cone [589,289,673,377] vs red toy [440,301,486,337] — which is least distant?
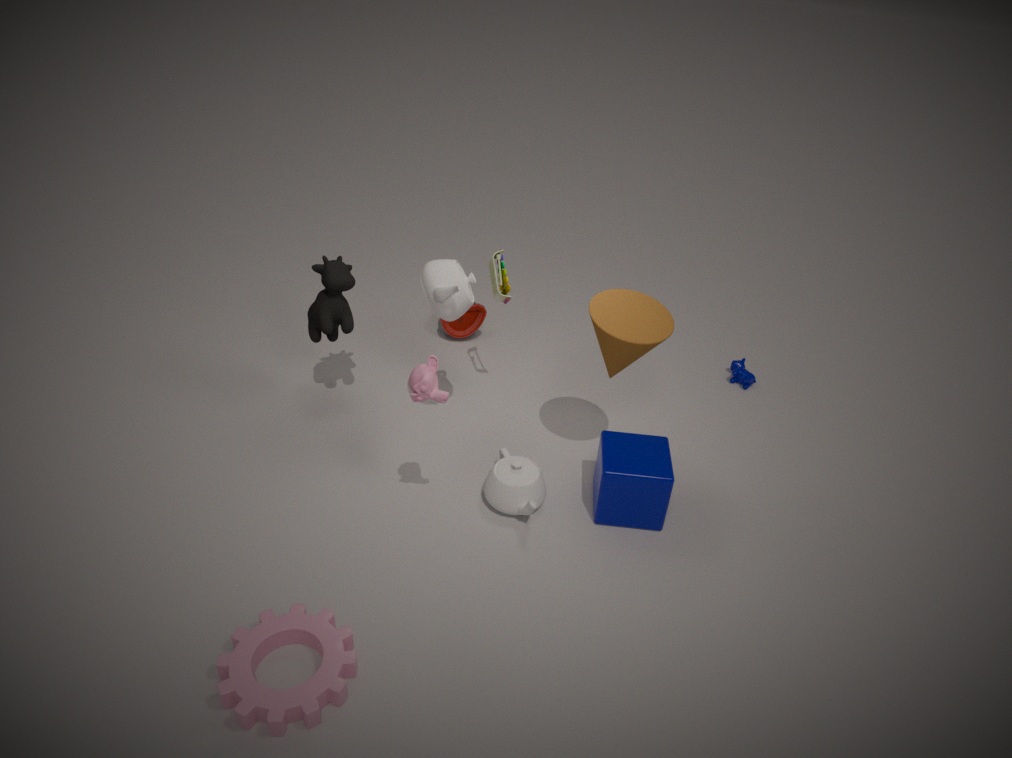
cone [589,289,673,377]
